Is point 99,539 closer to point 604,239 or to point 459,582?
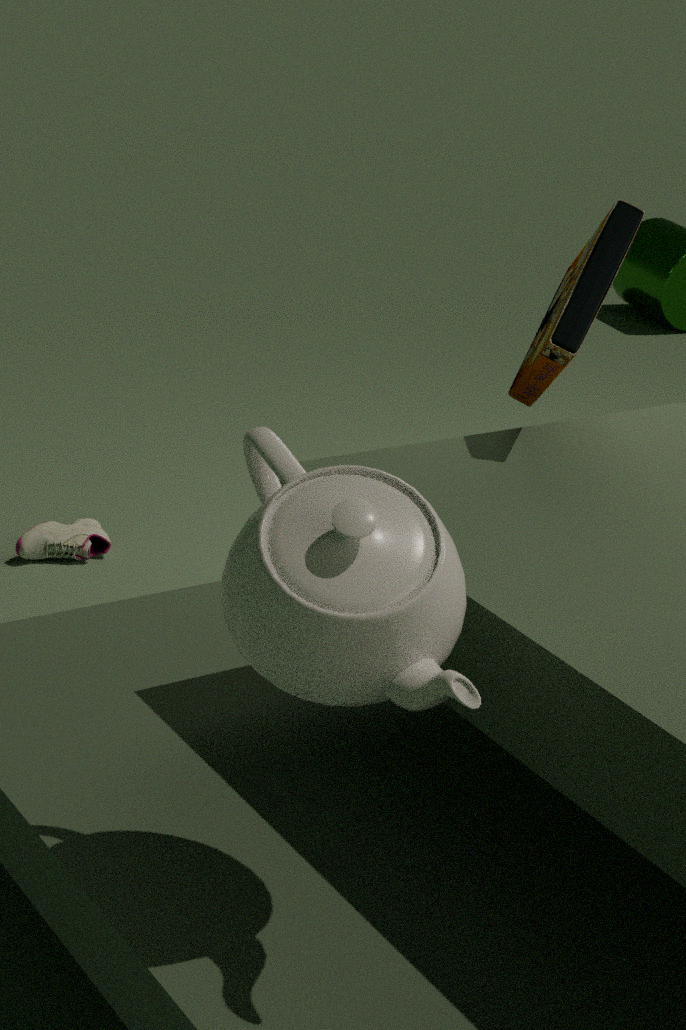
point 604,239
